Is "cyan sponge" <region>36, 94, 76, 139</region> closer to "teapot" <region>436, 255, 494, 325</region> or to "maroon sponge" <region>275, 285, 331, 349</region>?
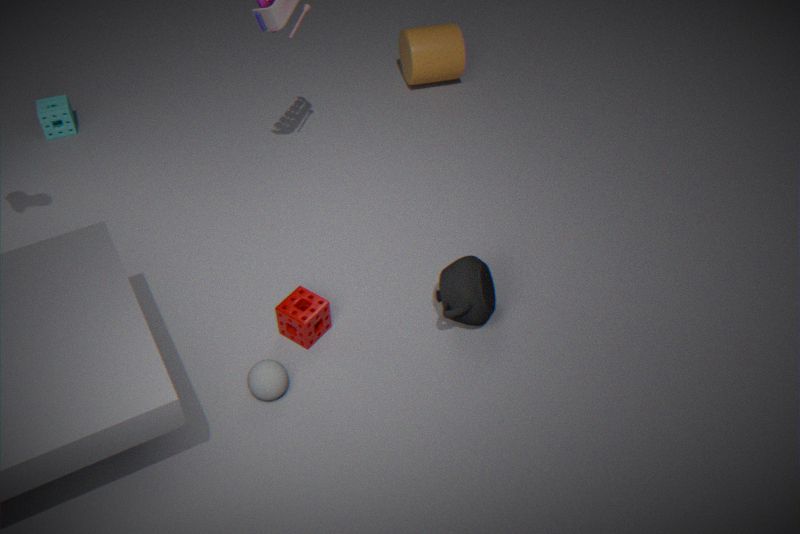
"maroon sponge" <region>275, 285, 331, 349</region>
